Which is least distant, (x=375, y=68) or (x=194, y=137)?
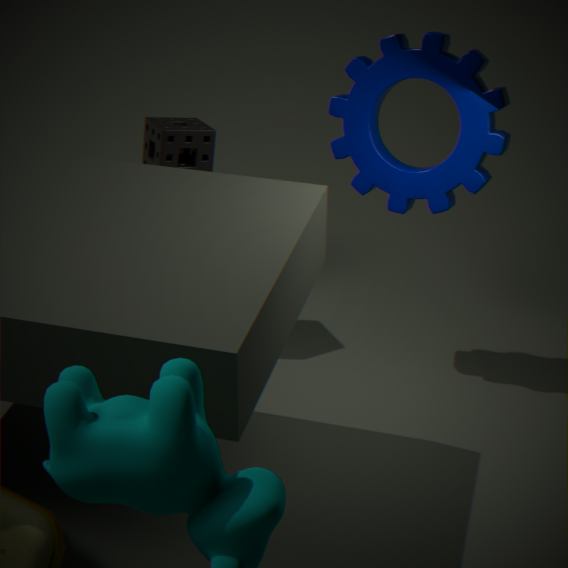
(x=375, y=68)
